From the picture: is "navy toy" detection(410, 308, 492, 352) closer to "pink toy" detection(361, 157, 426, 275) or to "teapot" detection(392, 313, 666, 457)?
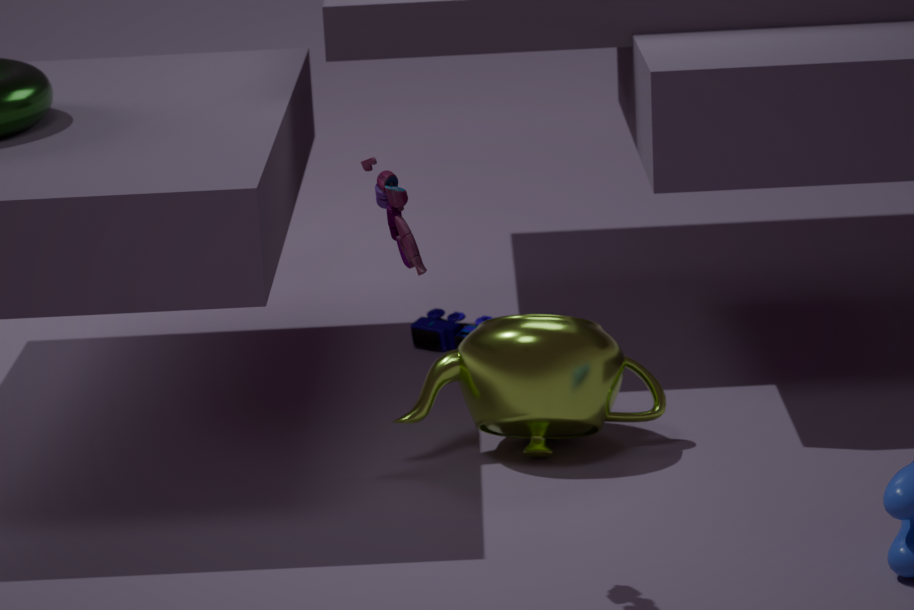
"teapot" detection(392, 313, 666, 457)
